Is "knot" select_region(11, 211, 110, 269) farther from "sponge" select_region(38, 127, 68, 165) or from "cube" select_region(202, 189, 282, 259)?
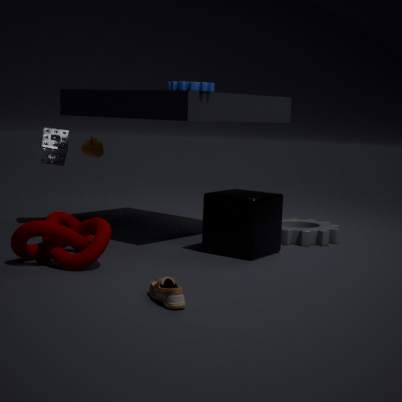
"sponge" select_region(38, 127, 68, 165)
